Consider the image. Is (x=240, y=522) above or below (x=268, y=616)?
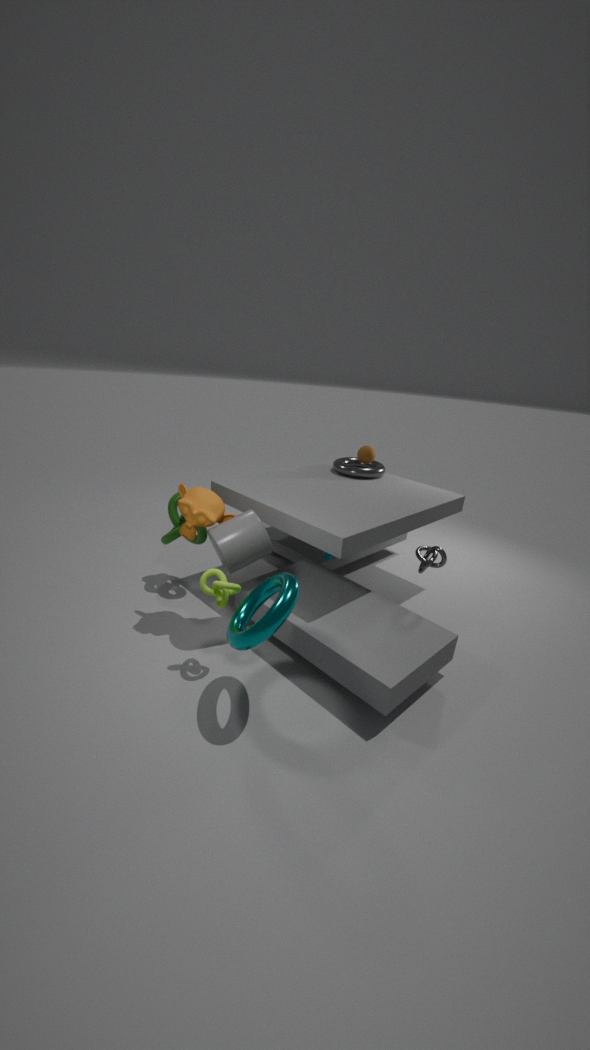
above
